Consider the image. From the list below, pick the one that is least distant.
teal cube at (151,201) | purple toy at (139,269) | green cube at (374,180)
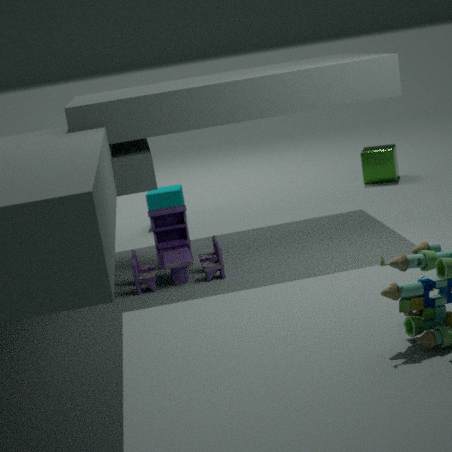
purple toy at (139,269)
